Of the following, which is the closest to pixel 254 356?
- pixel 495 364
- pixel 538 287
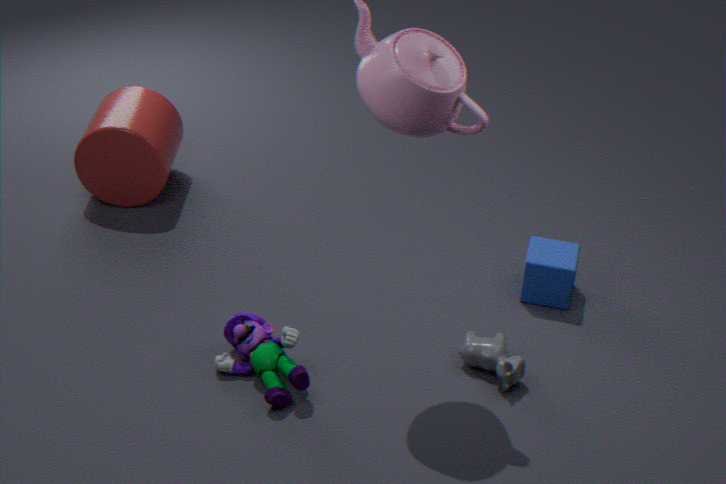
pixel 495 364
